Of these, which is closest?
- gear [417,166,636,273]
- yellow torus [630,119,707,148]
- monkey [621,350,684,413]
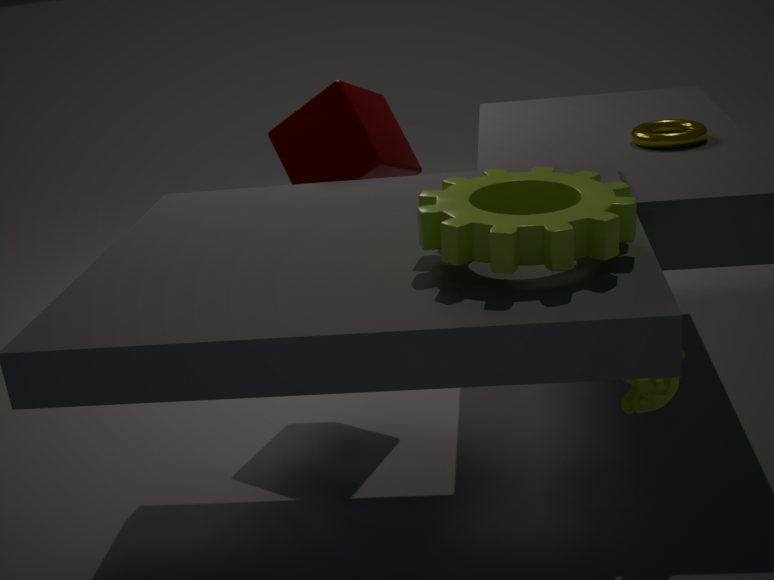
gear [417,166,636,273]
